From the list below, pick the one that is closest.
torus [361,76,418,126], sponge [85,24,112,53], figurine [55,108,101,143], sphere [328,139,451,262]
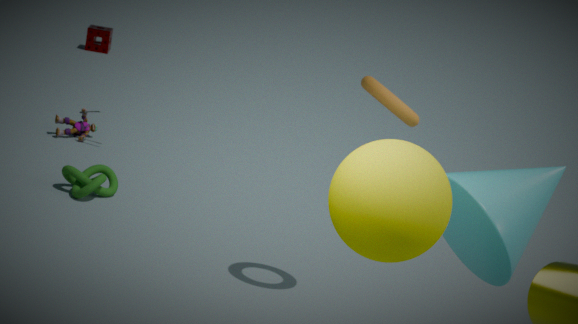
sphere [328,139,451,262]
